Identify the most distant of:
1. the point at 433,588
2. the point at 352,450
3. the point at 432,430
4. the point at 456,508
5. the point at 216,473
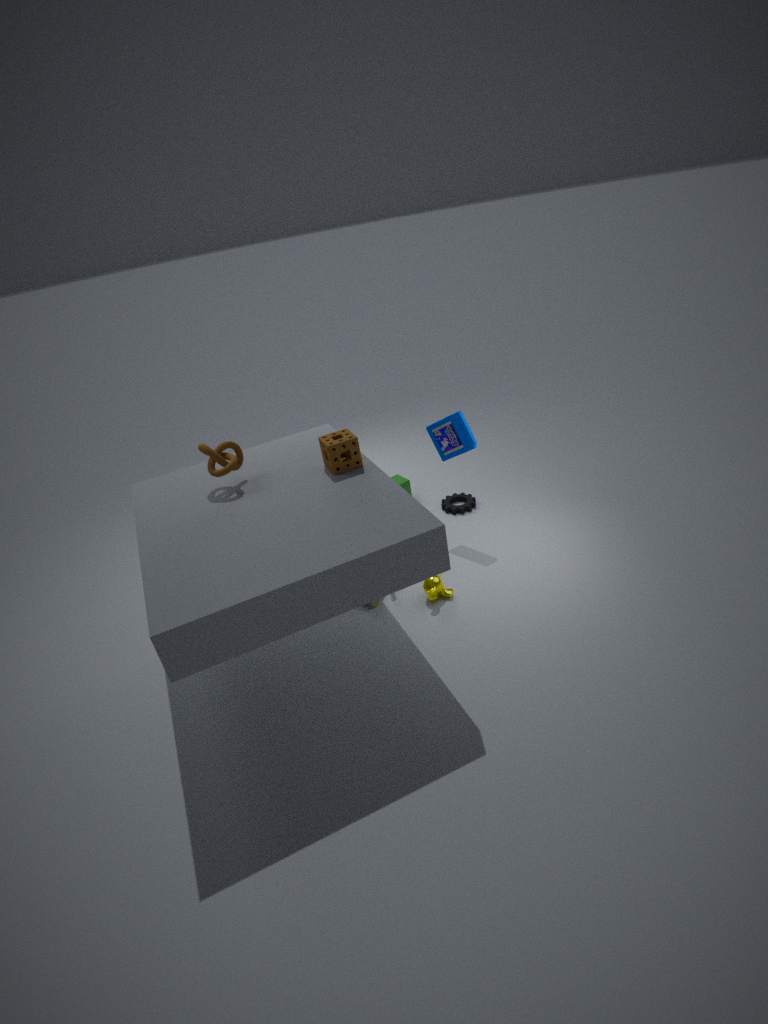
the point at 456,508
